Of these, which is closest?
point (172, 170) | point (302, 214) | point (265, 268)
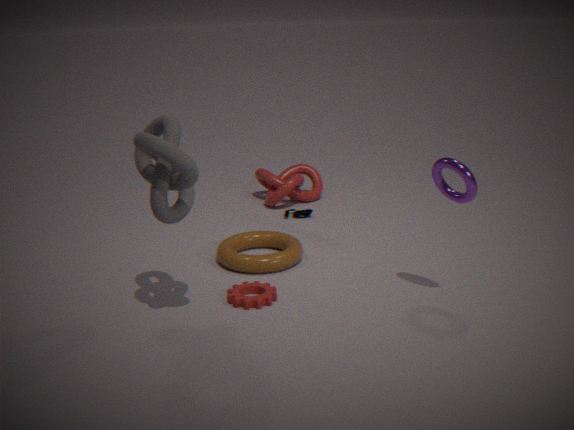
point (172, 170)
